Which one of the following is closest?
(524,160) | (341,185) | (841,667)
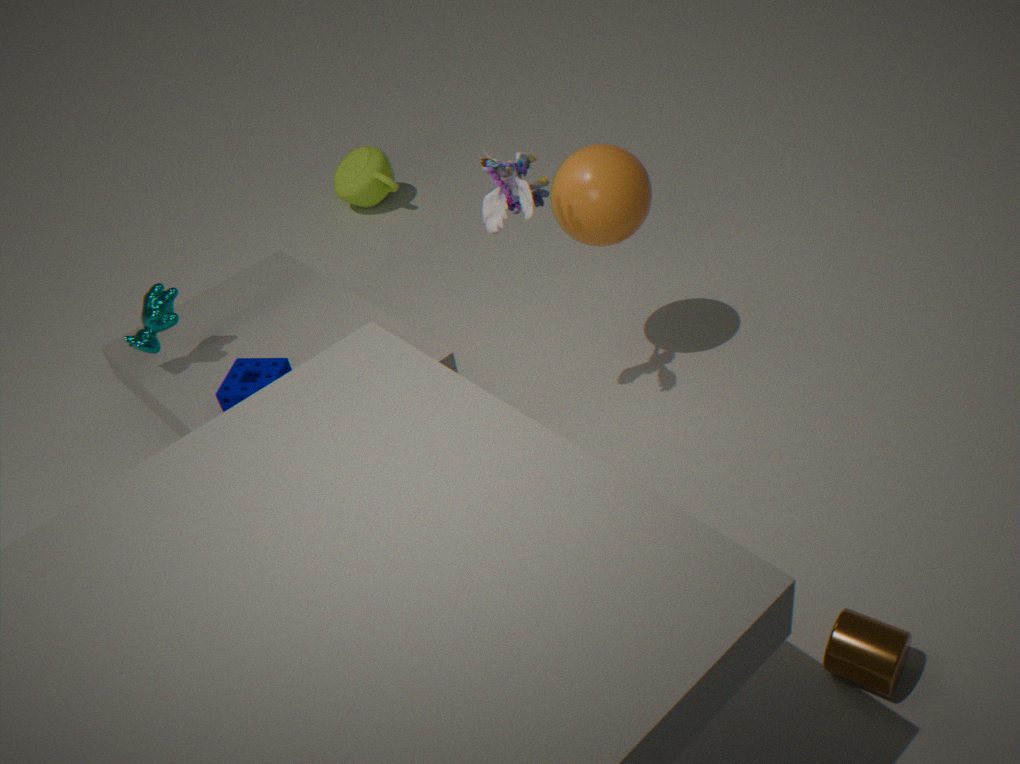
(841,667)
